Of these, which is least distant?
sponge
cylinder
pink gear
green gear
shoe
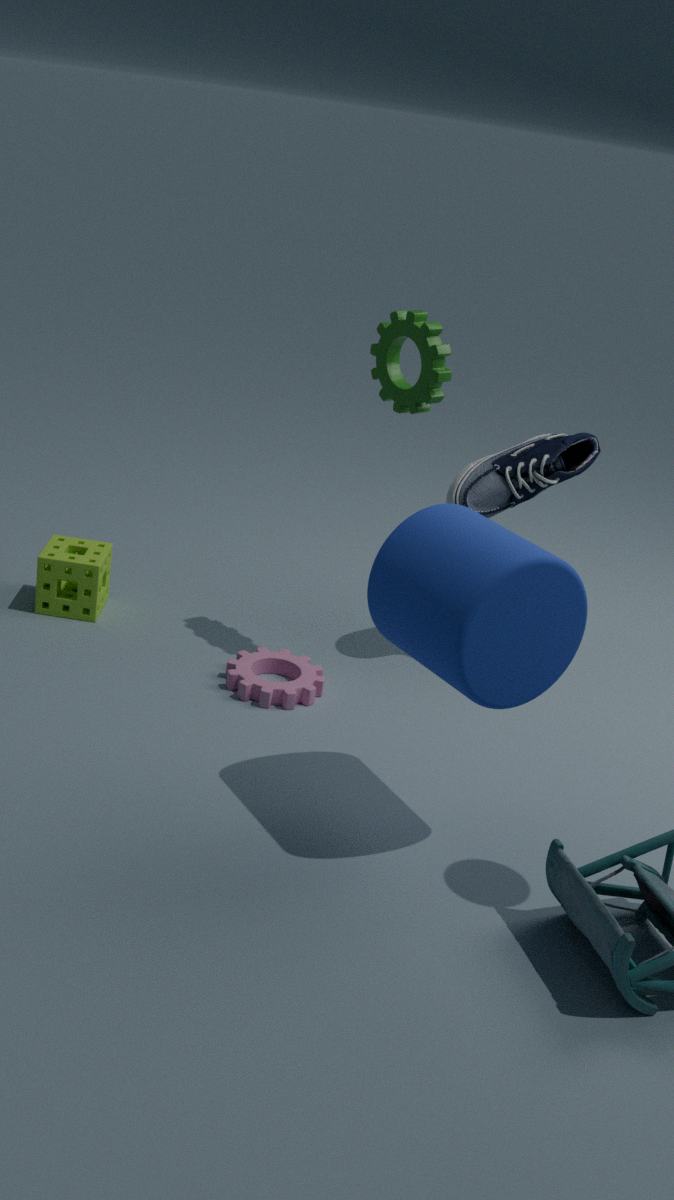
cylinder
